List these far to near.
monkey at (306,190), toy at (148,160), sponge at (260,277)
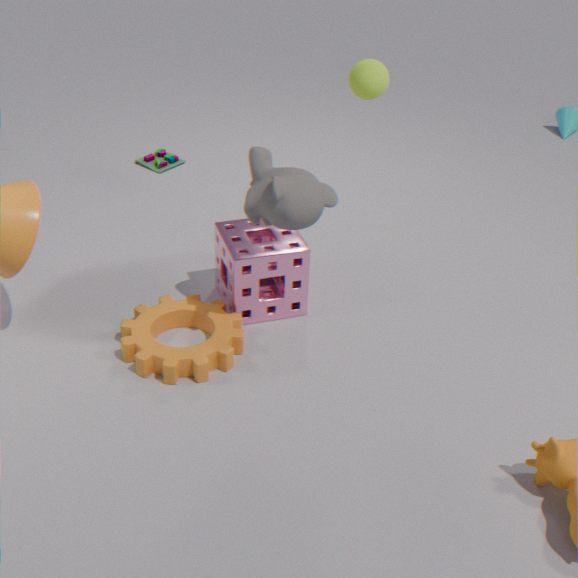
toy at (148,160) → sponge at (260,277) → monkey at (306,190)
